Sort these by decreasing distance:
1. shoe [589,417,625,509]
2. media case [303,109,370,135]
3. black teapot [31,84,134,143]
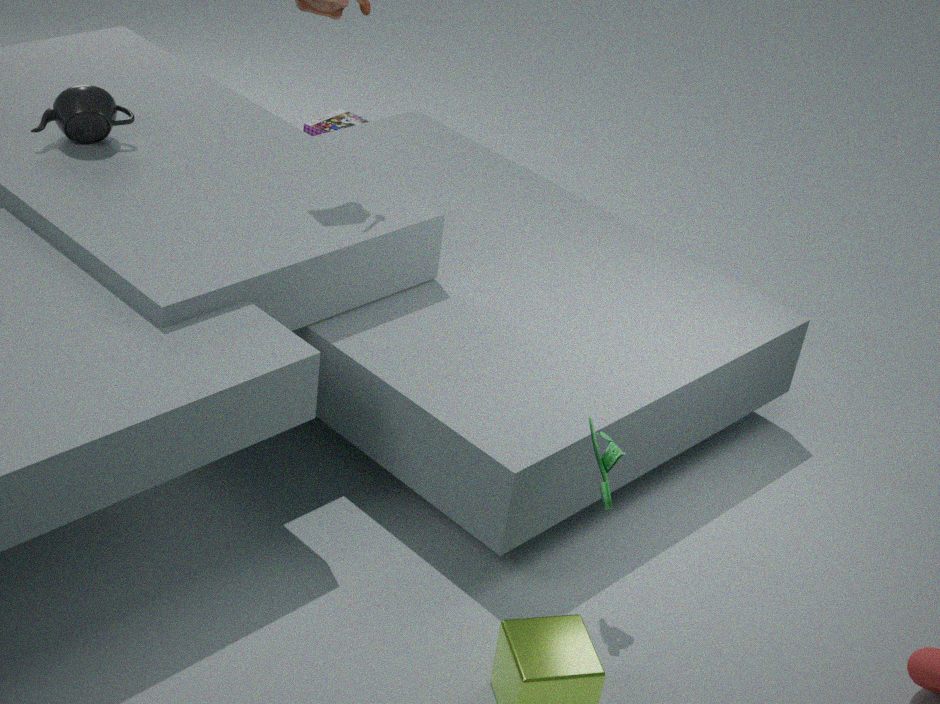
media case [303,109,370,135] < black teapot [31,84,134,143] < shoe [589,417,625,509]
